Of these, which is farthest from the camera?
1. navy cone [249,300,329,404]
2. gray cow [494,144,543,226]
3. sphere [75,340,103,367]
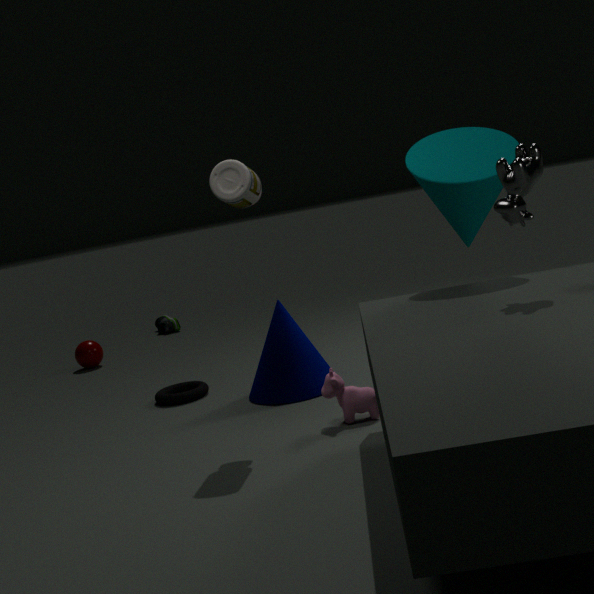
sphere [75,340,103,367]
